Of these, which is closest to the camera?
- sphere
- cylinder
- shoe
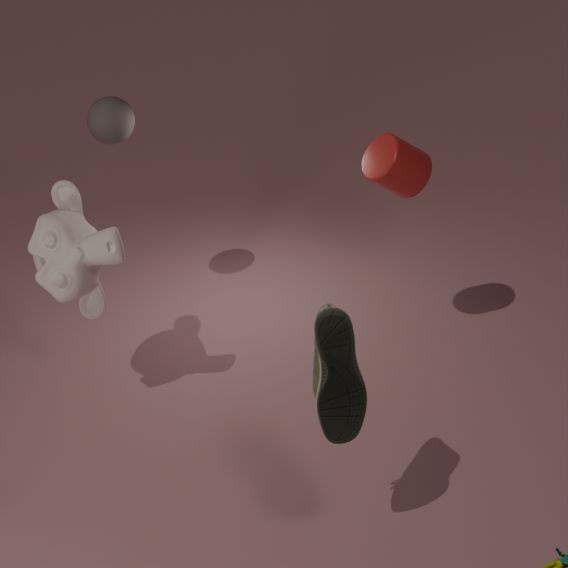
shoe
